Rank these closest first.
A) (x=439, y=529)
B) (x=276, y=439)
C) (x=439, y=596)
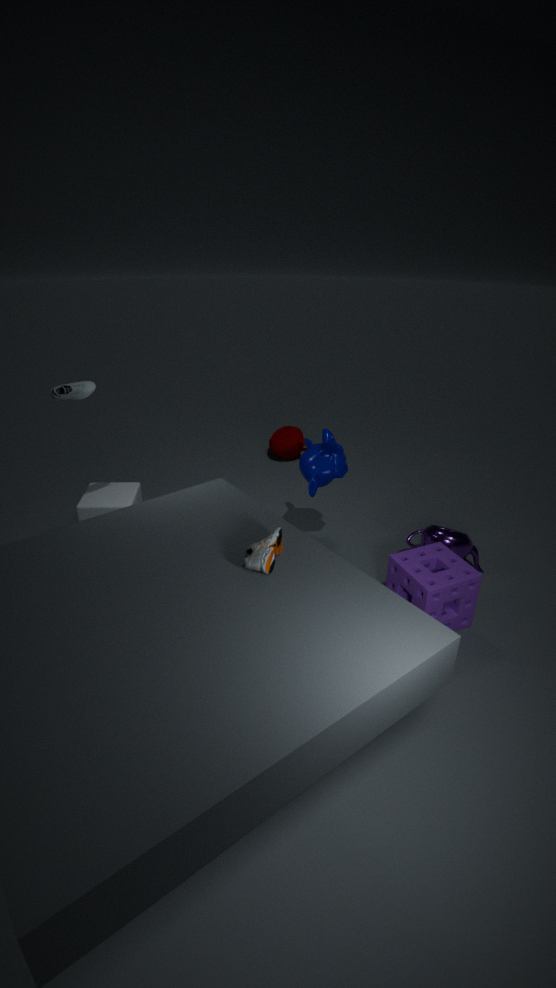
(x=439, y=596) < (x=439, y=529) < (x=276, y=439)
